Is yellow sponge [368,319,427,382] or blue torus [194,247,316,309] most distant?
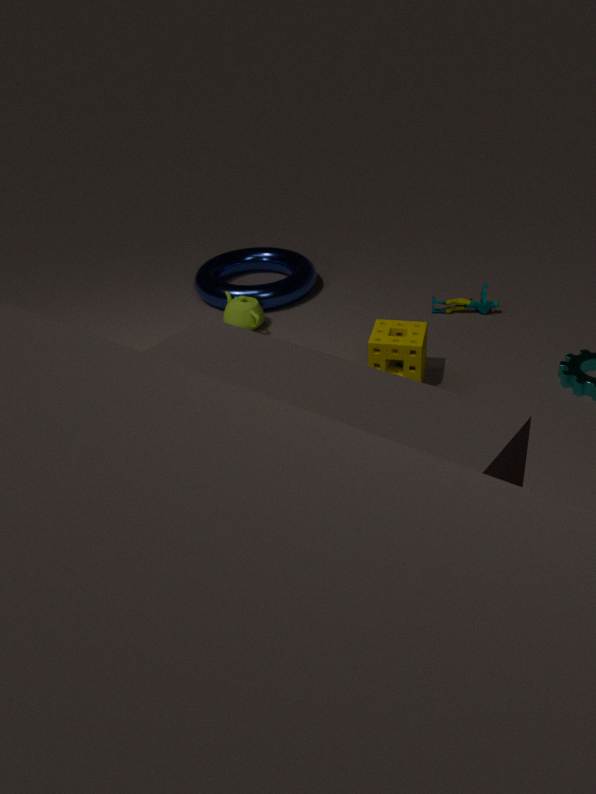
blue torus [194,247,316,309]
